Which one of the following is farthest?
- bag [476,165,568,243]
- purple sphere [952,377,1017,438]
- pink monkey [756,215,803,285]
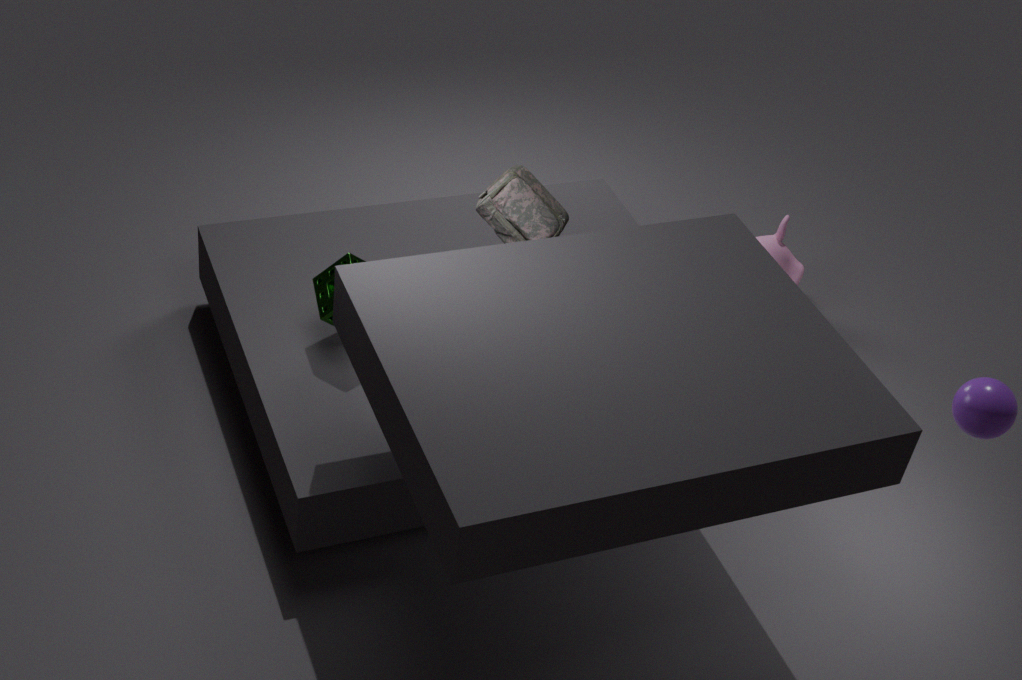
pink monkey [756,215,803,285]
